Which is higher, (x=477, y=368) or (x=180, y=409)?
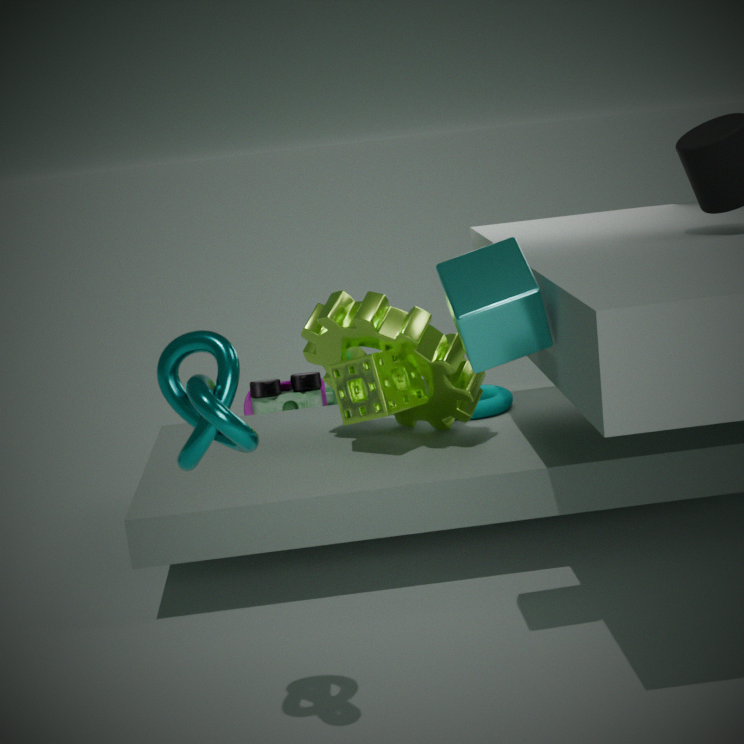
(x=477, y=368)
